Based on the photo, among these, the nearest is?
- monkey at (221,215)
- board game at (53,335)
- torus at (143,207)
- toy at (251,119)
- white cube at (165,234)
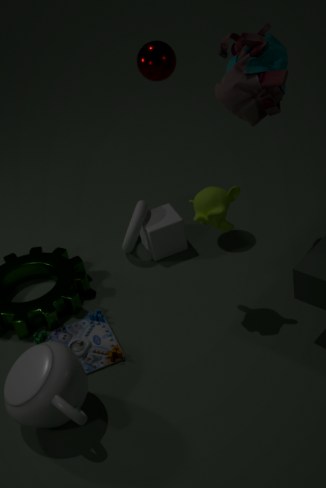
toy at (251,119)
